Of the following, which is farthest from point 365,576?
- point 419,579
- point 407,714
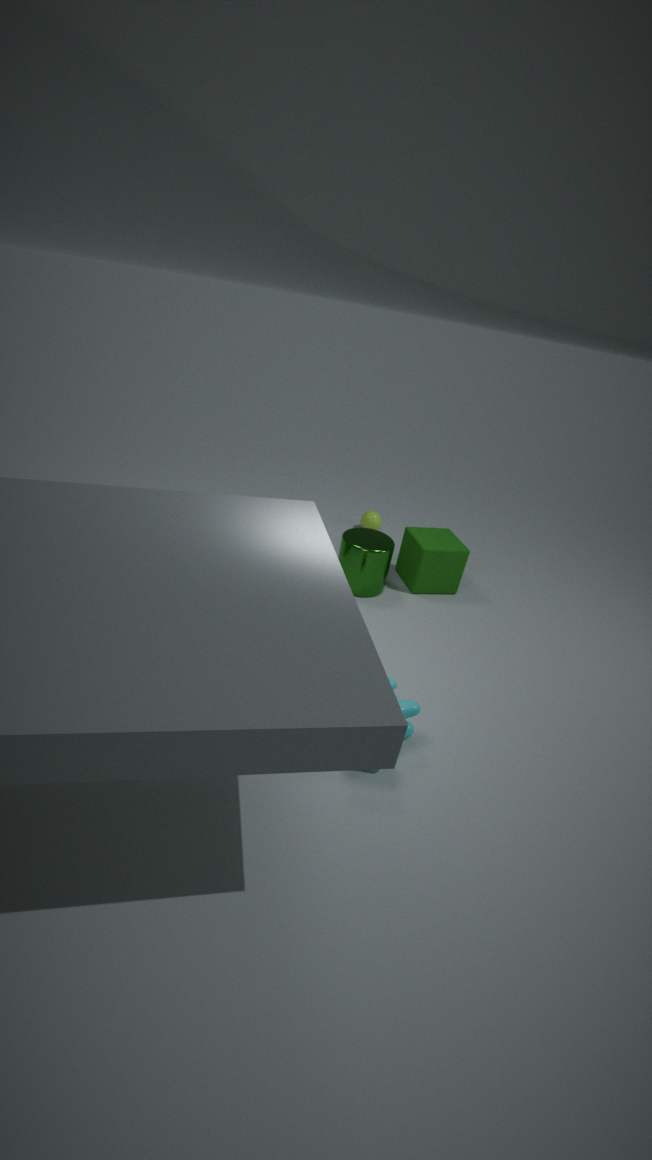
point 407,714
